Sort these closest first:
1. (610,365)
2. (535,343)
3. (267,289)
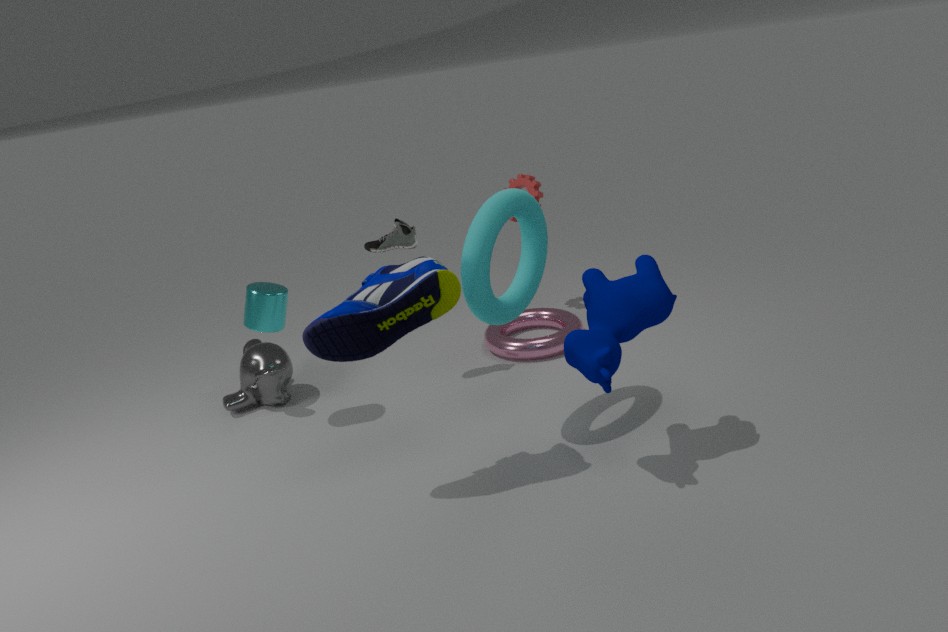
(610,365) < (267,289) < (535,343)
